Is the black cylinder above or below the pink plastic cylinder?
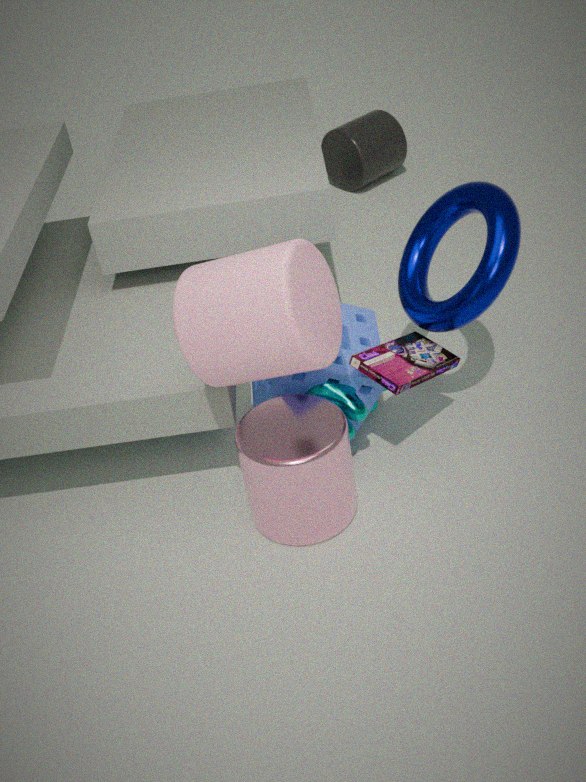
below
